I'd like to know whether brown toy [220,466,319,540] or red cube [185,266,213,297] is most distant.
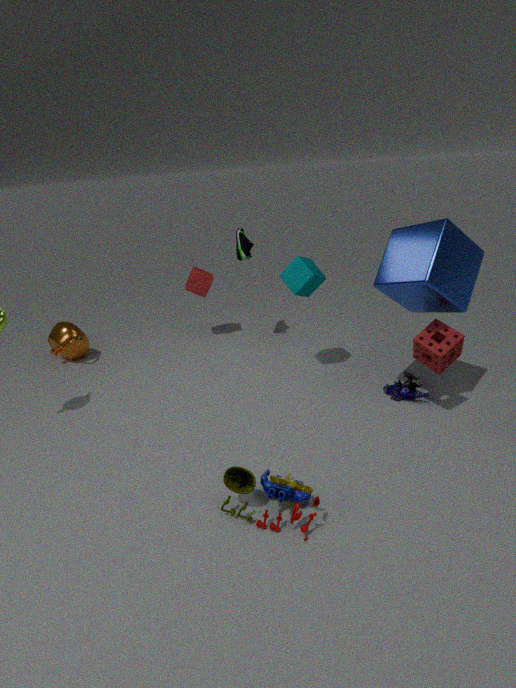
red cube [185,266,213,297]
